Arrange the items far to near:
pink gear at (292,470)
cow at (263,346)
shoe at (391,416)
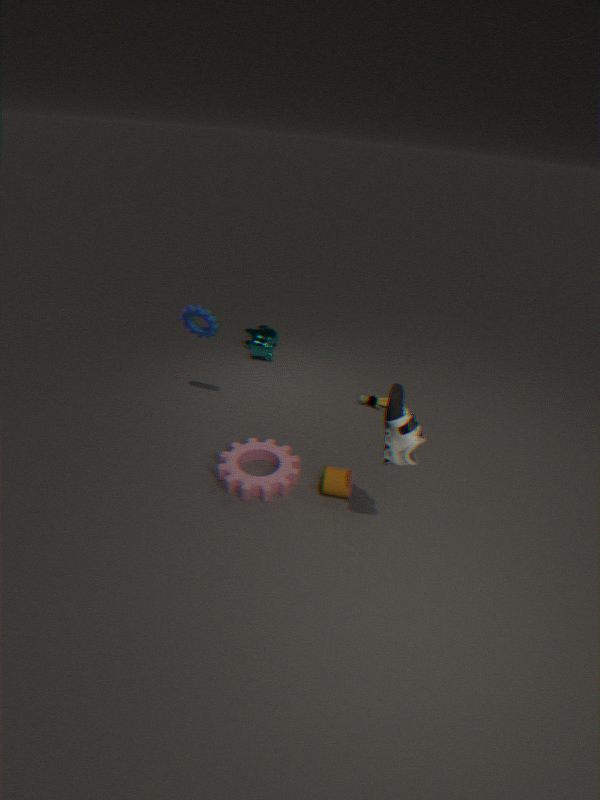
cow at (263,346) < pink gear at (292,470) < shoe at (391,416)
